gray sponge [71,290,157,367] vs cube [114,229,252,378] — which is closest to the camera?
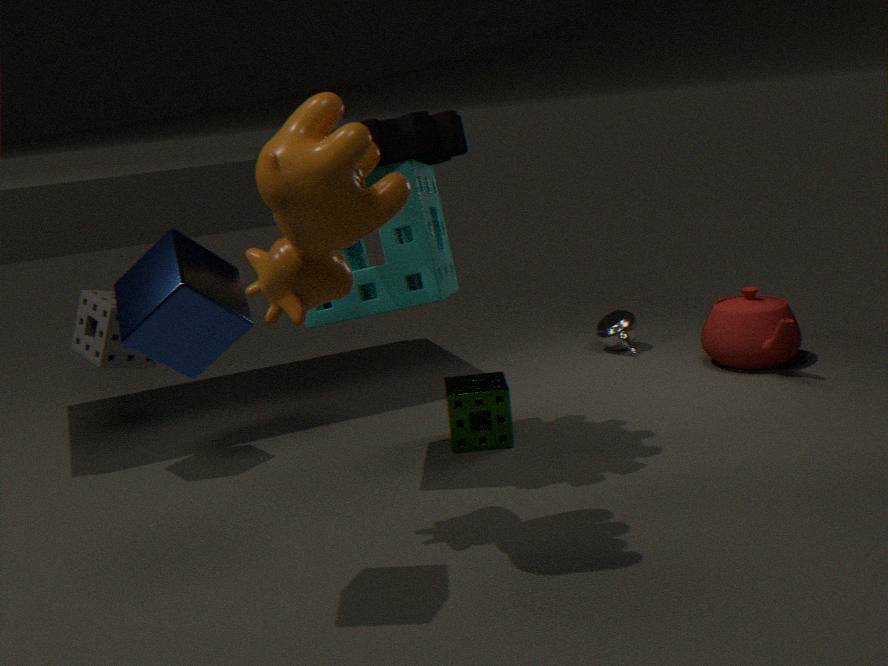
cube [114,229,252,378]
